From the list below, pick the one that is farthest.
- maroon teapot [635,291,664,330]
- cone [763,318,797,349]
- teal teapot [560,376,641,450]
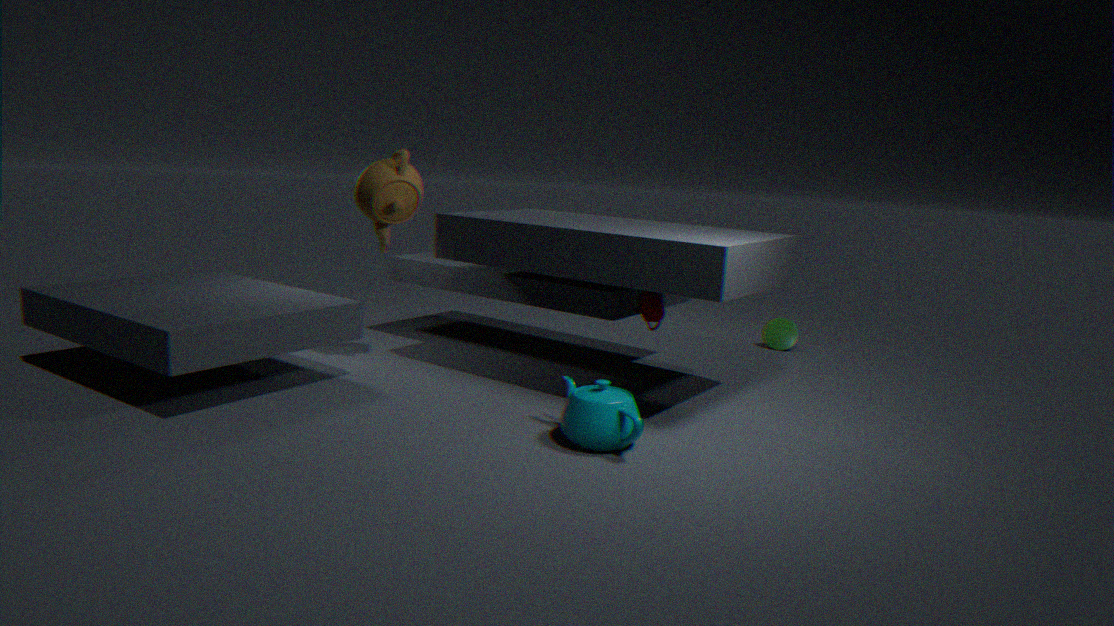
cone [763,318,797,349]
